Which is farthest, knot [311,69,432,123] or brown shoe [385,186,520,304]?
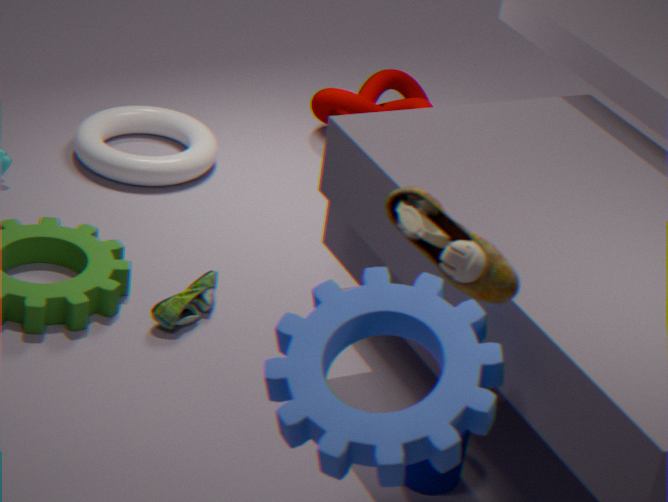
knot [311,69,432,123]
